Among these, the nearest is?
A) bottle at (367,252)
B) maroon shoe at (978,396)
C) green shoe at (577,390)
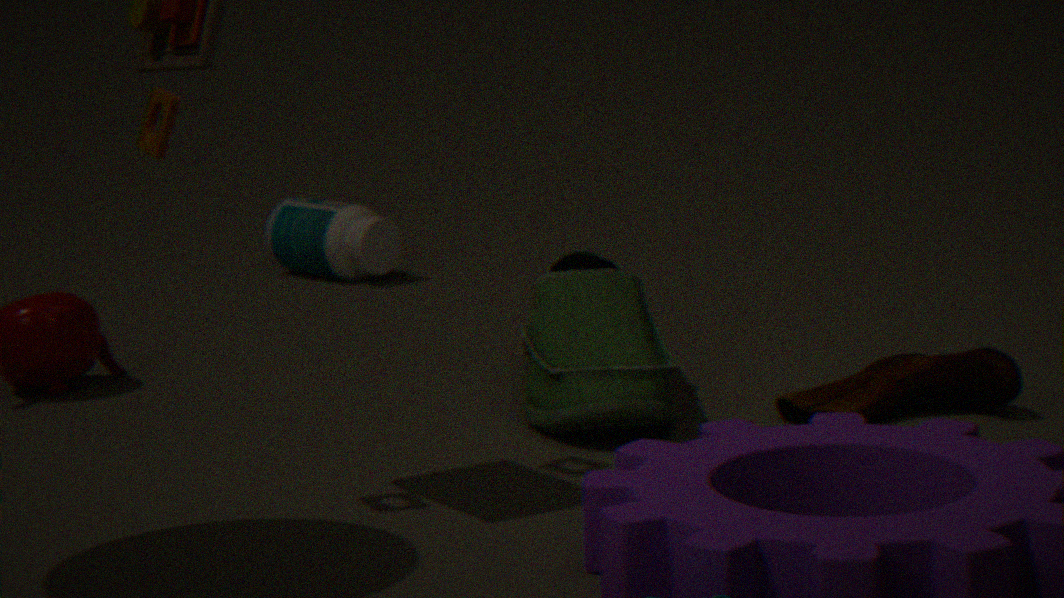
green shoe at (577,390)
